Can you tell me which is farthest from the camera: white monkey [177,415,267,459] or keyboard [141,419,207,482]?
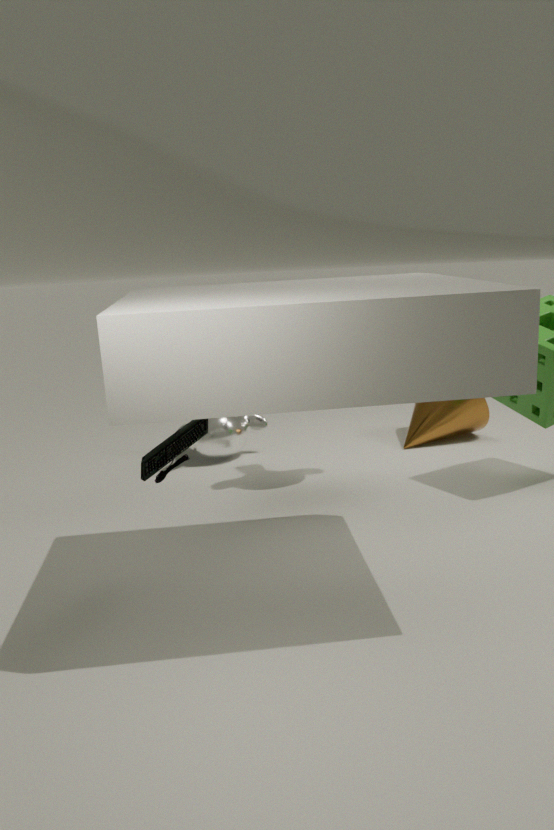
white monkey [177,415,267,459]
